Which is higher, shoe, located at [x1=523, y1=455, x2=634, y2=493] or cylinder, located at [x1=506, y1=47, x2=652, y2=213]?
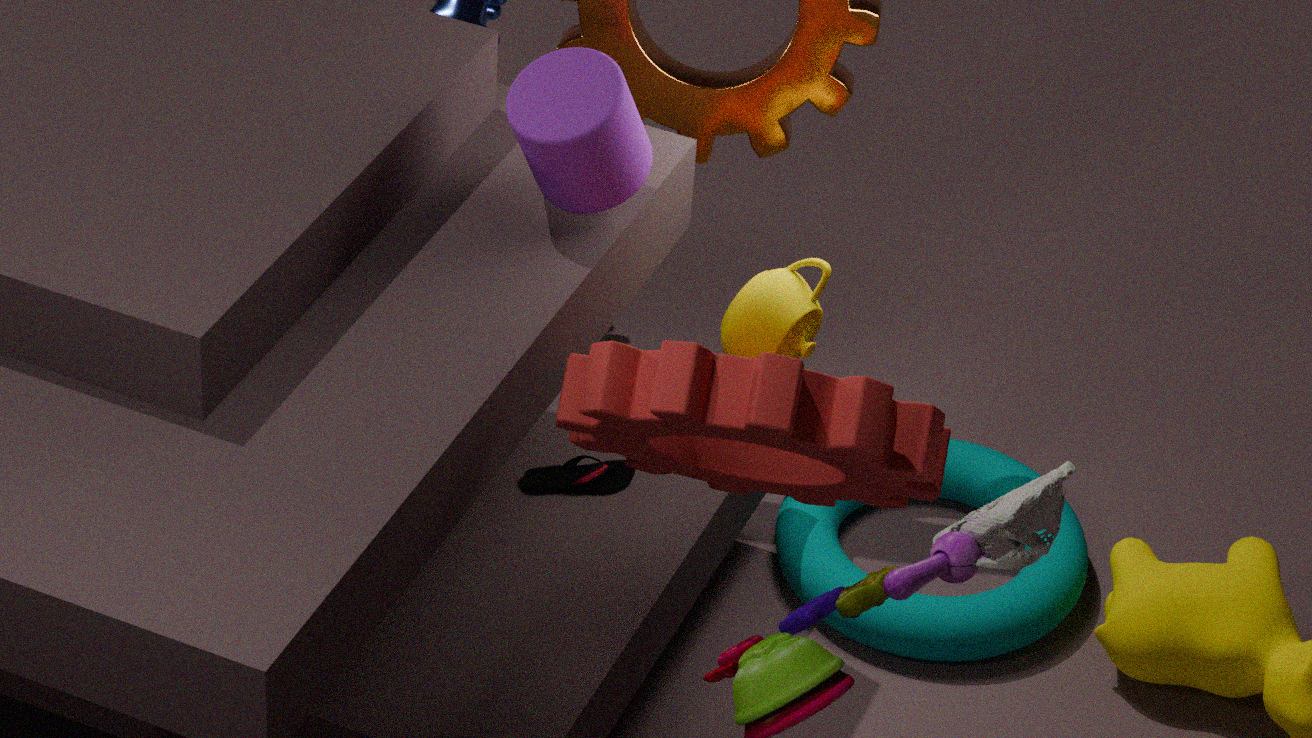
cylinder, located at [x1=506, y1=47, x2=652, y2=213]
